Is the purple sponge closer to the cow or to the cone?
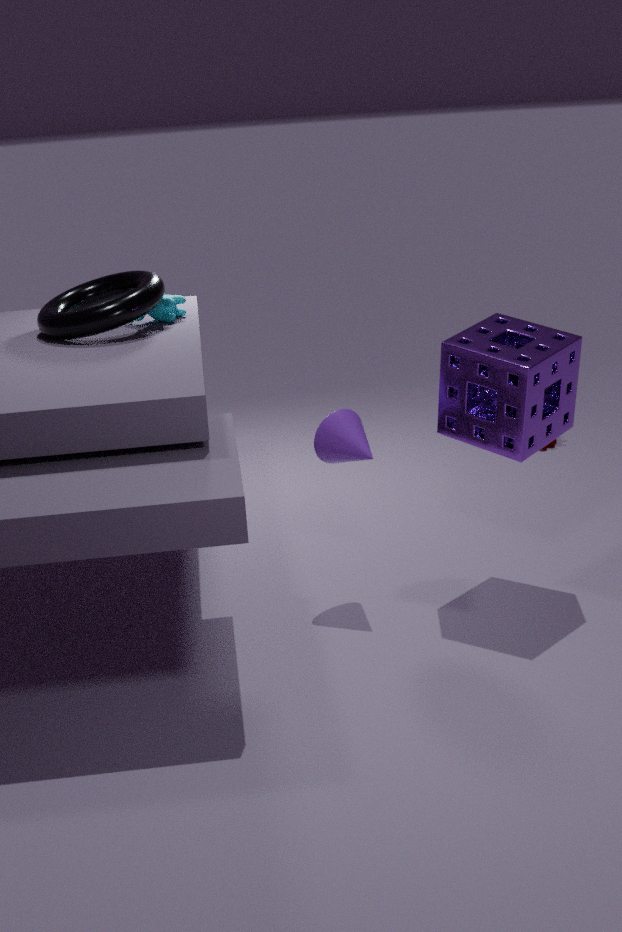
the cone
